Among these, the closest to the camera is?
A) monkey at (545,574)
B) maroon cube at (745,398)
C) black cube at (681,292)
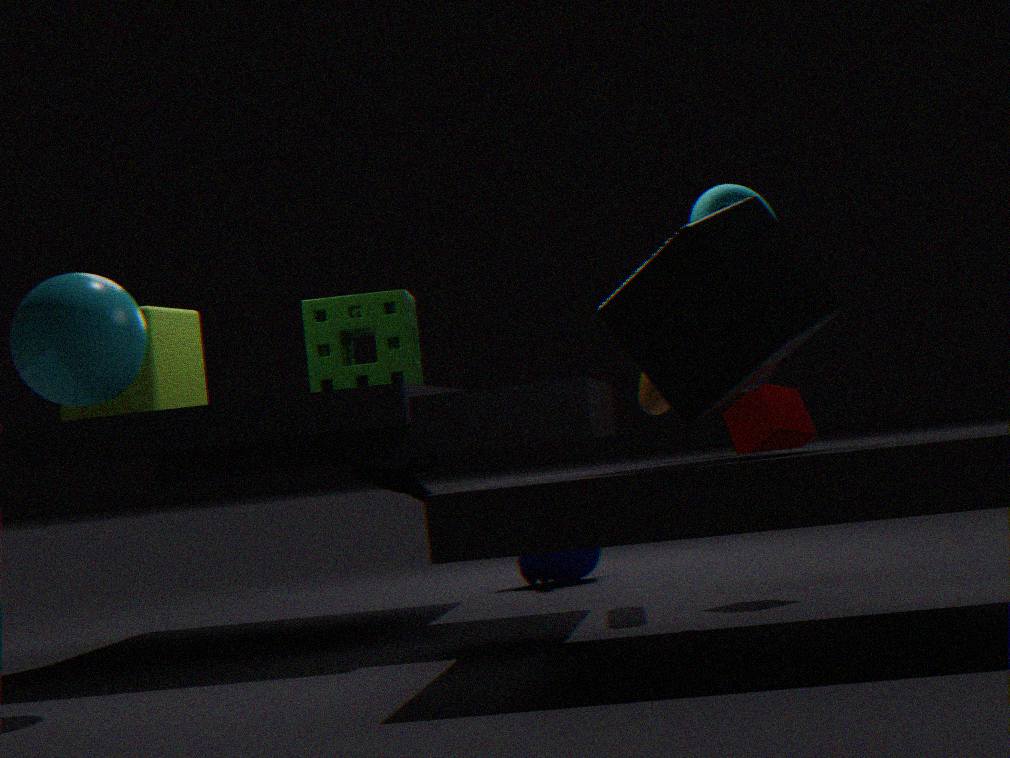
black cube at (681,292)
